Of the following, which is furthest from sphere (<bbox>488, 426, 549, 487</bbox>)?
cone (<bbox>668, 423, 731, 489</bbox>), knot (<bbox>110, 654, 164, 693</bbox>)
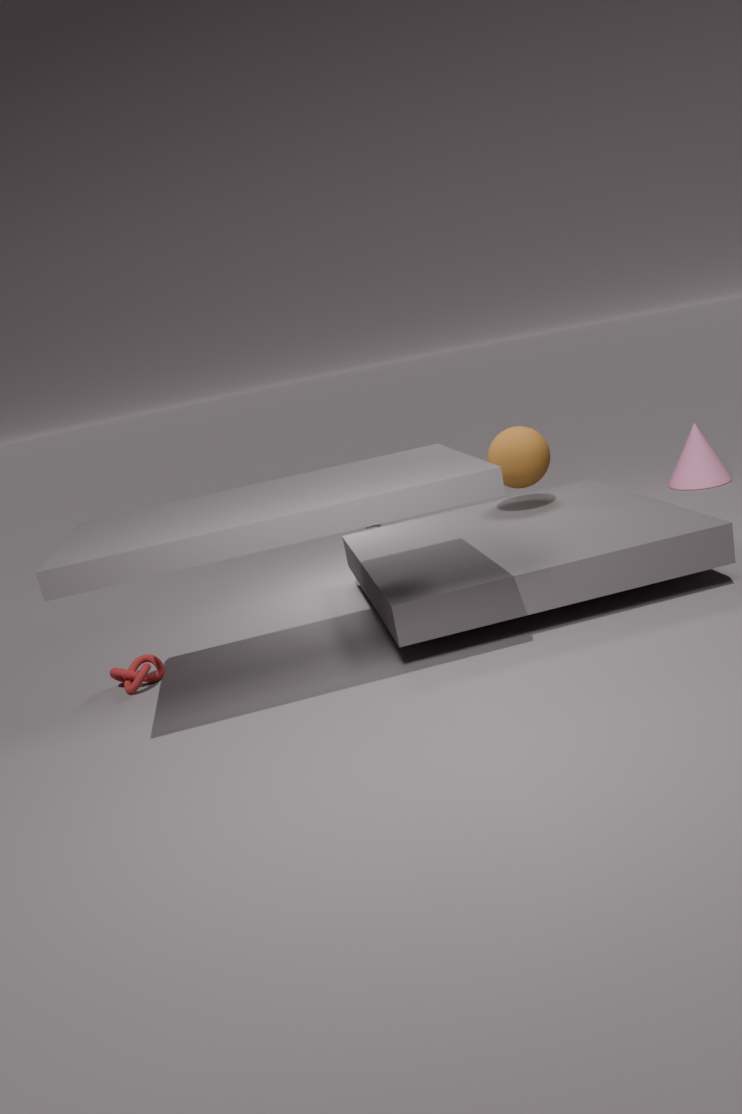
knot (<bbox>110, 654, 164, 693</bbox>)
